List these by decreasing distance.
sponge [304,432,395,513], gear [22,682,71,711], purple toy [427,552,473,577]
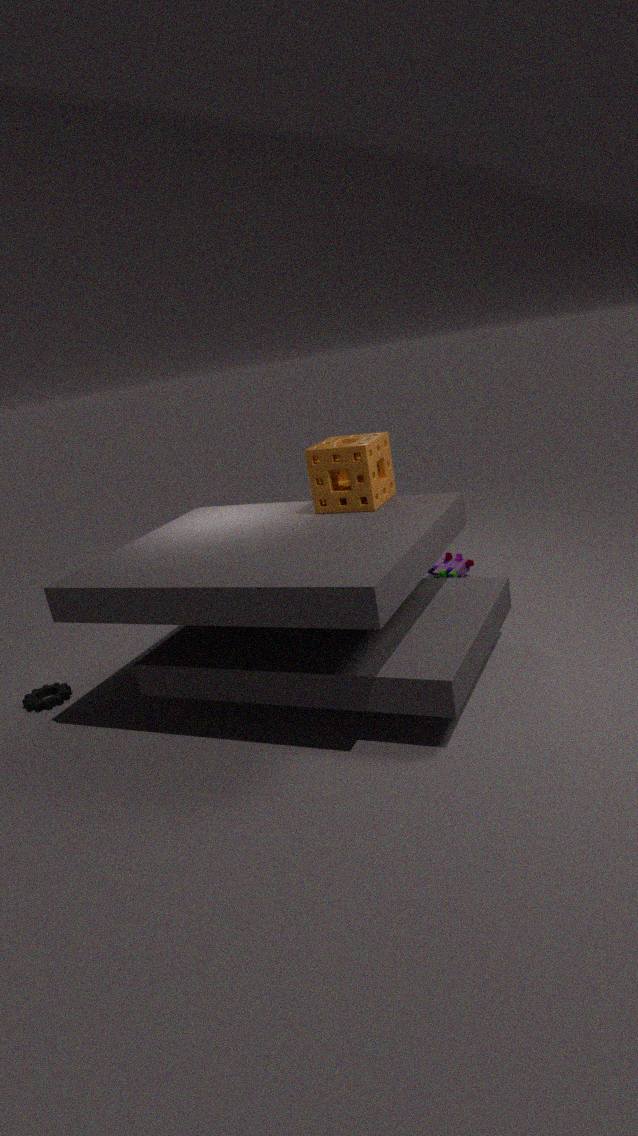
purple toy [427,552,473,577] → gear [22,682,71,711] → sponge [304,432,395,513]
